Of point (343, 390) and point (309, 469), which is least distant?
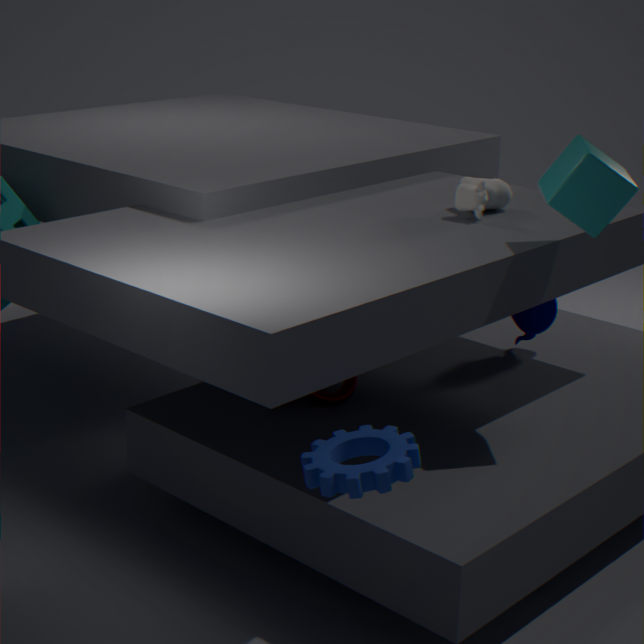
point (309, 469)
